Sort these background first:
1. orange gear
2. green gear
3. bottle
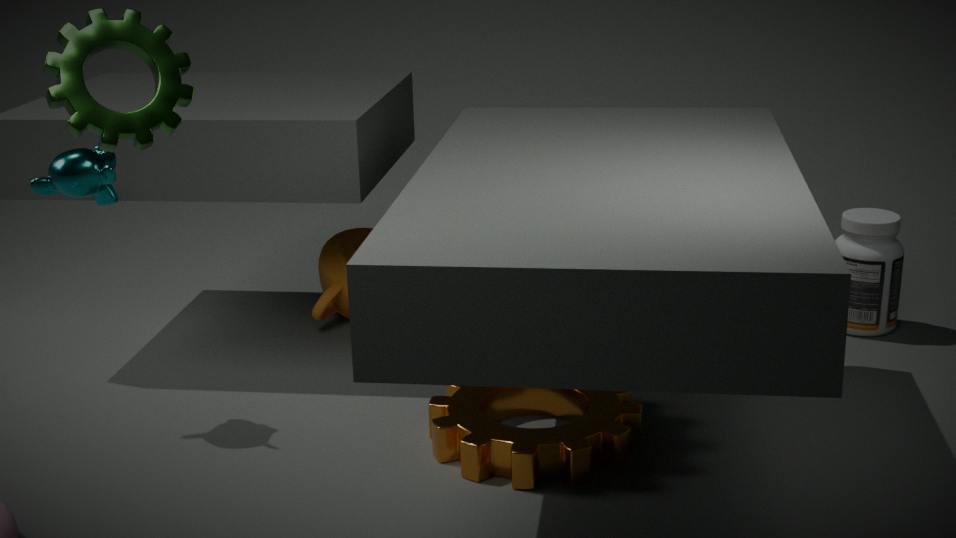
bottle
orange gear
green gear
